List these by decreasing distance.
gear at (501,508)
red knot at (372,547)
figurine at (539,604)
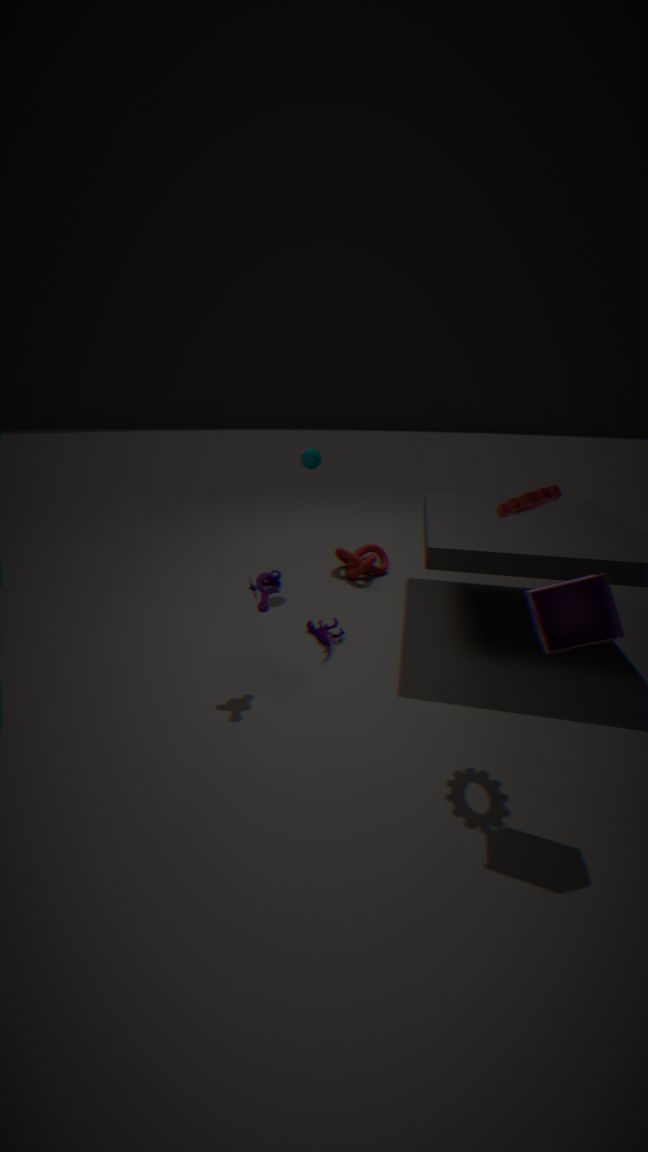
red knot at (372,547), gear at (501,508), figurine at (539,604)
